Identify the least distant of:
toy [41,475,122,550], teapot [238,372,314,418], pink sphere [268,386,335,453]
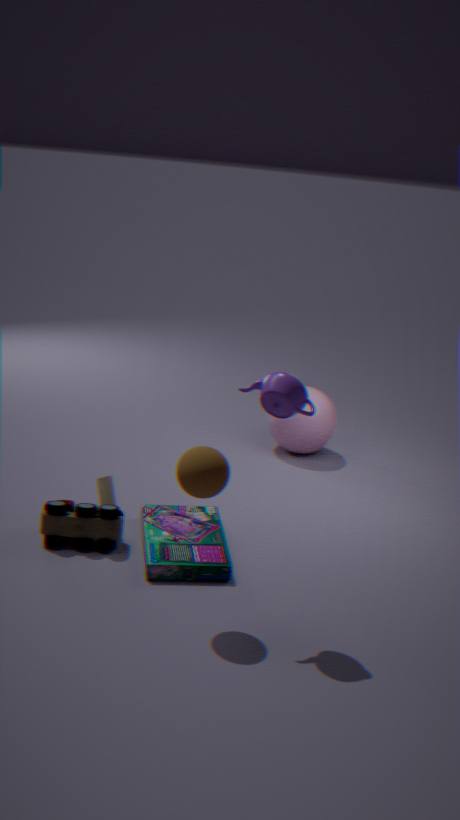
teapot [238,372,314,418]
